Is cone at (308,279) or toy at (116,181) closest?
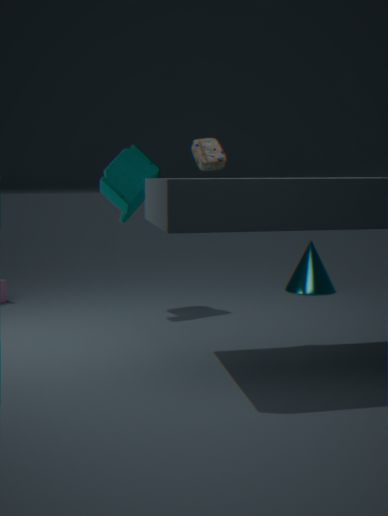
toy at (116,181)
